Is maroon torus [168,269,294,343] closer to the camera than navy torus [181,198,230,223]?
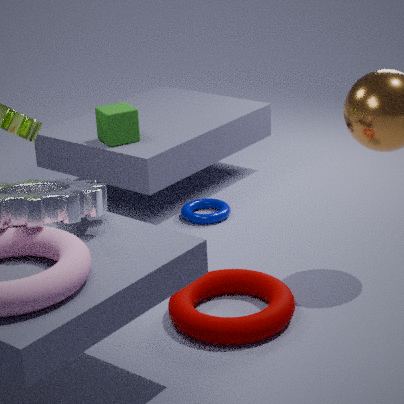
Yes
